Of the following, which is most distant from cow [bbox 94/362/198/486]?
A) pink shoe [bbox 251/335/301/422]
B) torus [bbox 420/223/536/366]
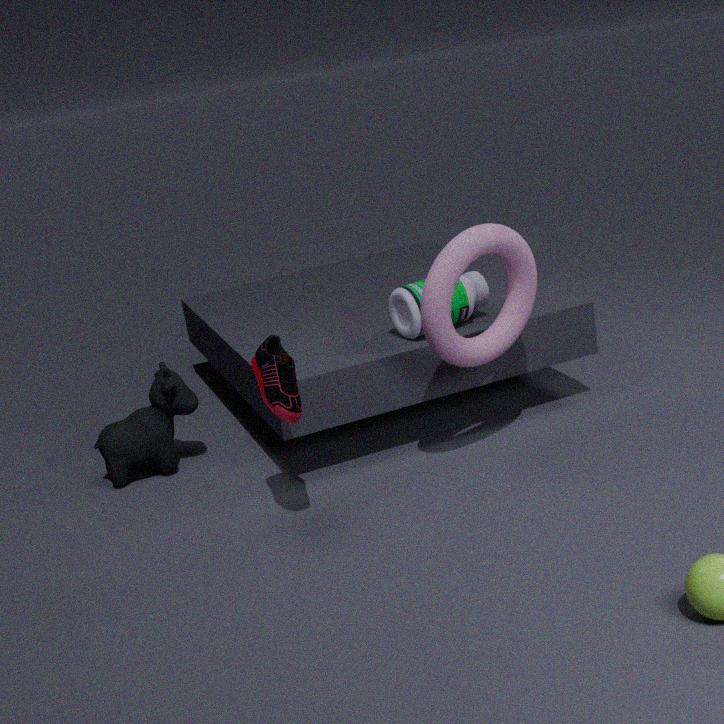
torus [bbox 420/223/536/366]
